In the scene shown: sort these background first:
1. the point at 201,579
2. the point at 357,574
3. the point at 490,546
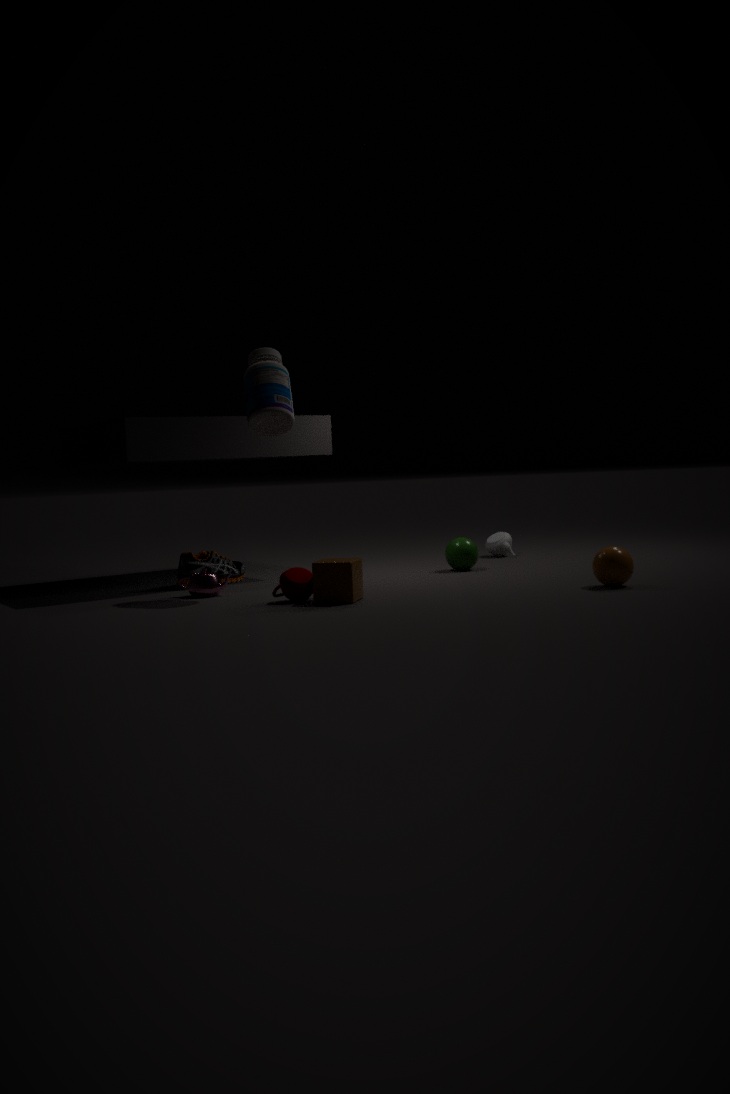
the point at 490,546 → the point at 201,579 → the point at 357,574
